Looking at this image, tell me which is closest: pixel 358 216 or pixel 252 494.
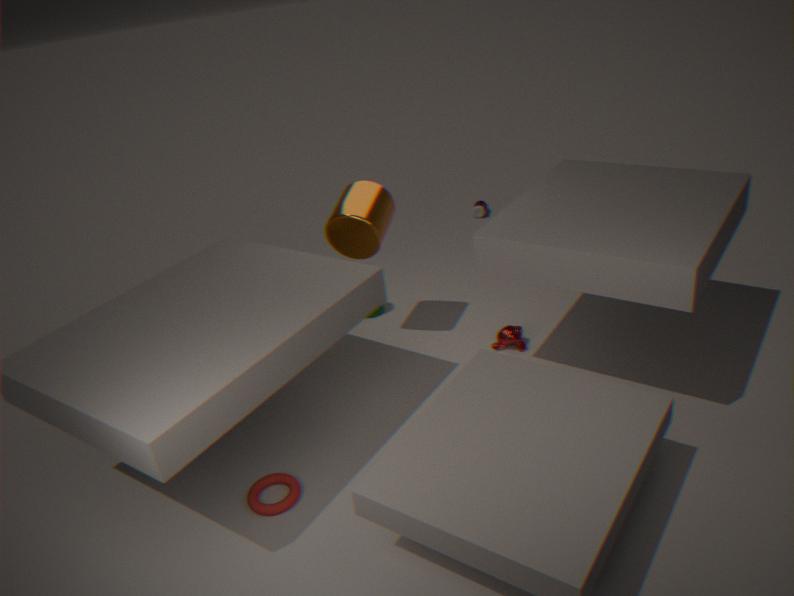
pixel 252 494
